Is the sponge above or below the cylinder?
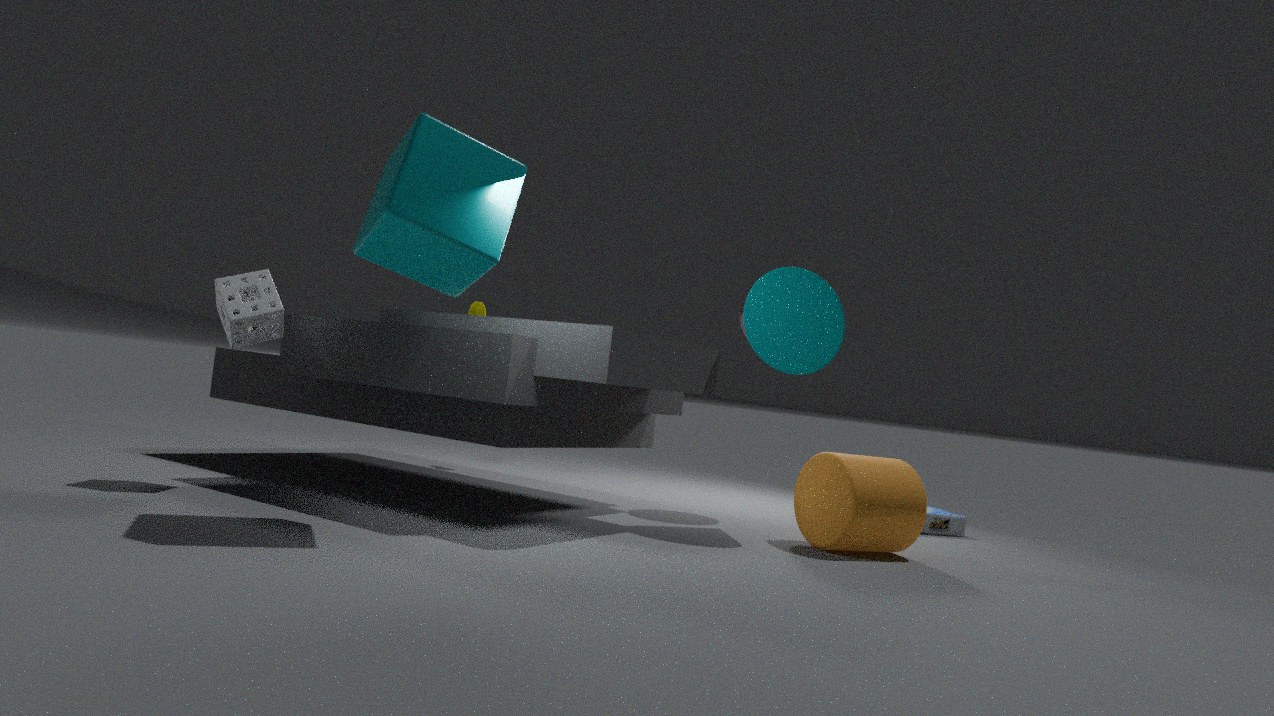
above
